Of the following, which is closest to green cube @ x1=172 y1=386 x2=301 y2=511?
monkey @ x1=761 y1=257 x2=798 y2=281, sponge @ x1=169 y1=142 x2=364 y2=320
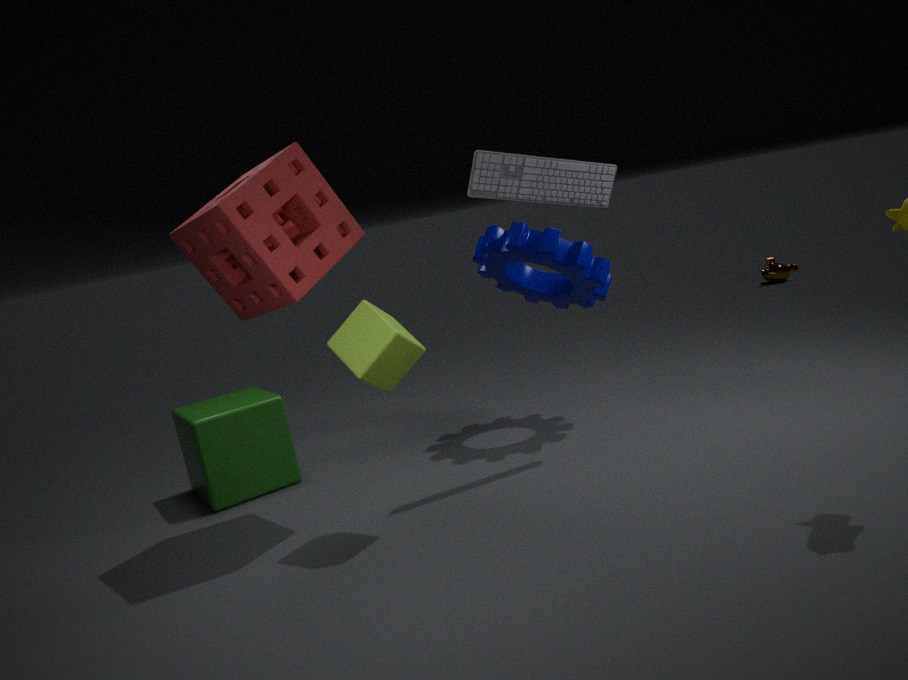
sponge @ x1=169 y1=142 x2=364 y2=320
